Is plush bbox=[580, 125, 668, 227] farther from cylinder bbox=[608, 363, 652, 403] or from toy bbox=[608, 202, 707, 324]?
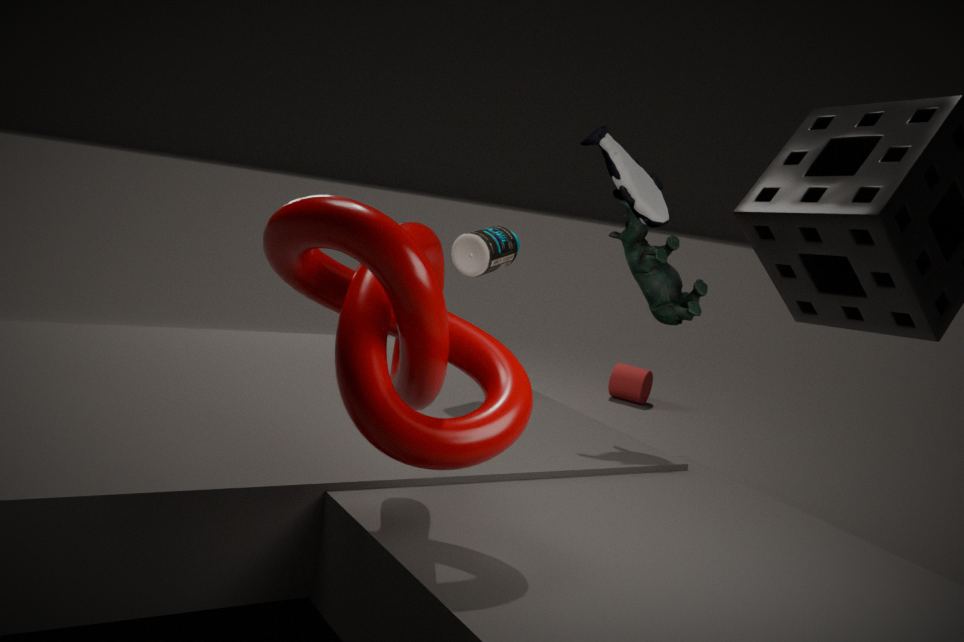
cylinder bbox=[608, 363, 652, 403]
